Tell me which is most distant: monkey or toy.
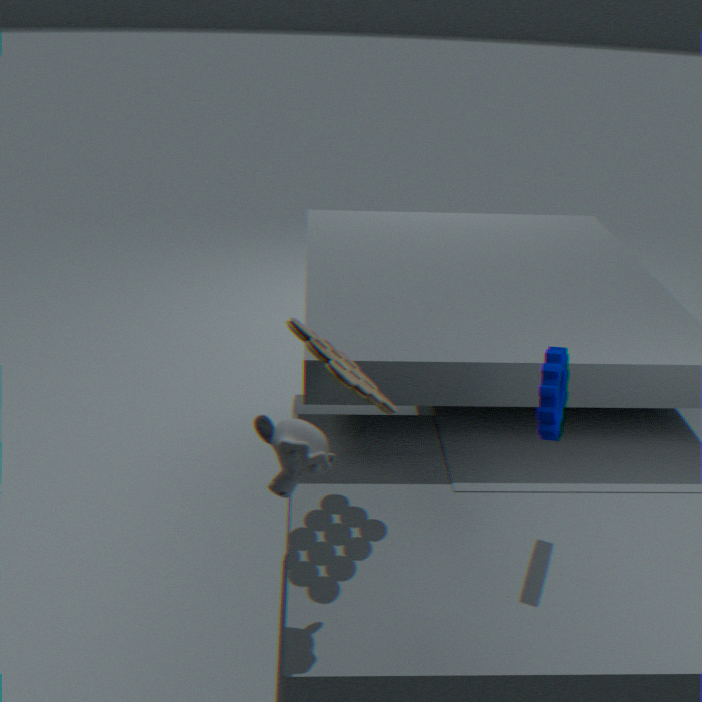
toy
